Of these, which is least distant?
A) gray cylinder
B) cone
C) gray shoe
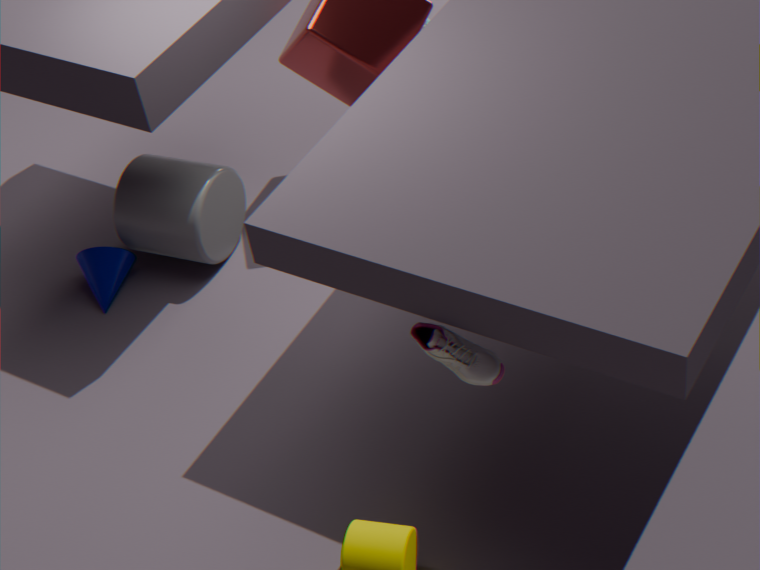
gray shoe
